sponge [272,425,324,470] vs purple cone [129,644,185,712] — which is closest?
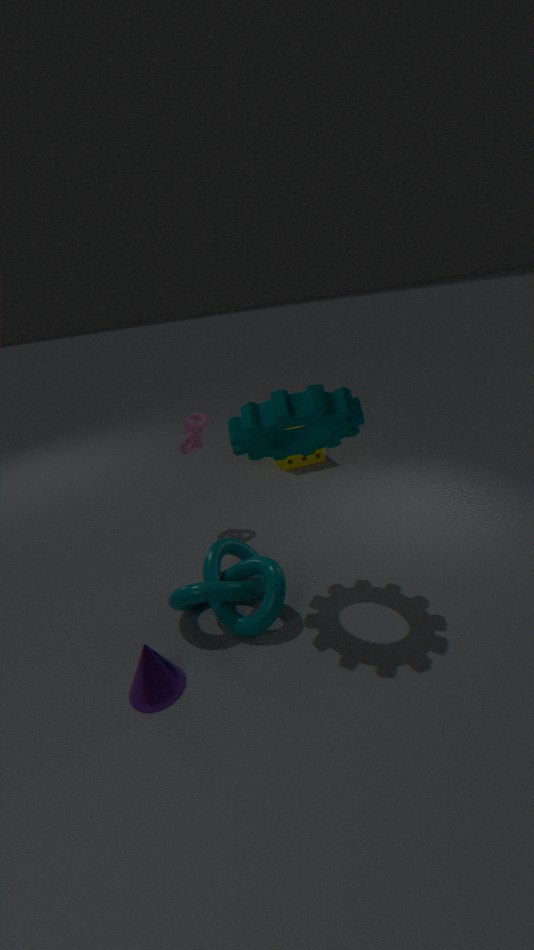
purple cone [129,644,185,712]
